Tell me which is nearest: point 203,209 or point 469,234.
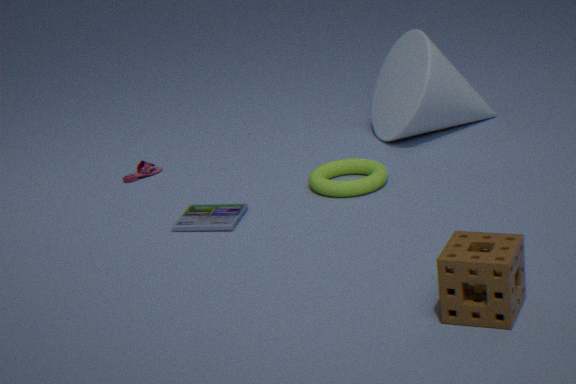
point 469,234
